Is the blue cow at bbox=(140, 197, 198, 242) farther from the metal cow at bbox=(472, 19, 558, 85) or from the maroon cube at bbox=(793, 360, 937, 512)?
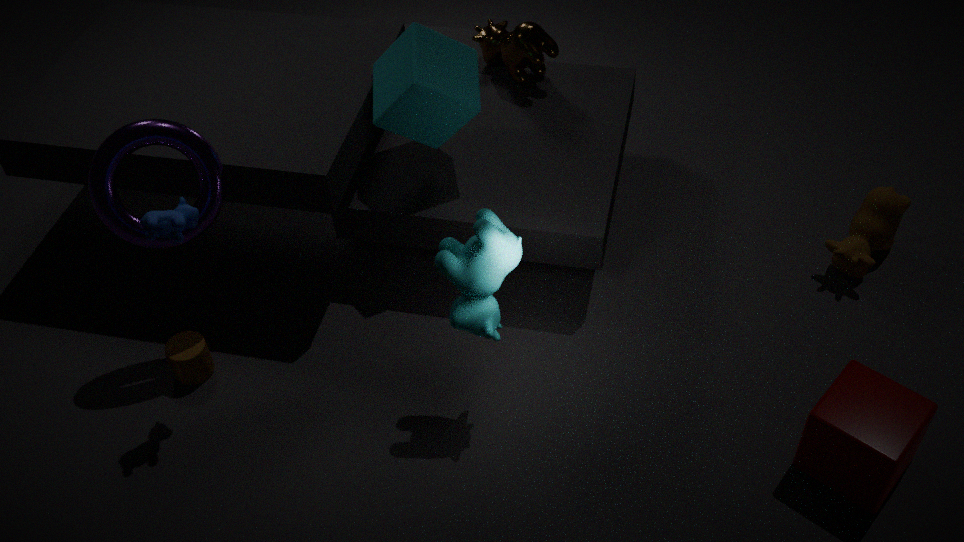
the maroon cube at bbox=(793, 360, 937, 512)
